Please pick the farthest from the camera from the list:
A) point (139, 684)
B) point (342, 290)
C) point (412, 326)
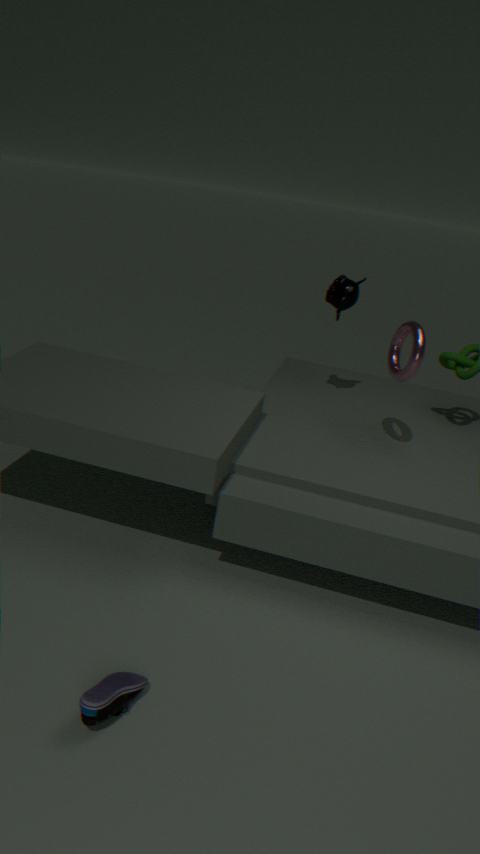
point (342, 290)
